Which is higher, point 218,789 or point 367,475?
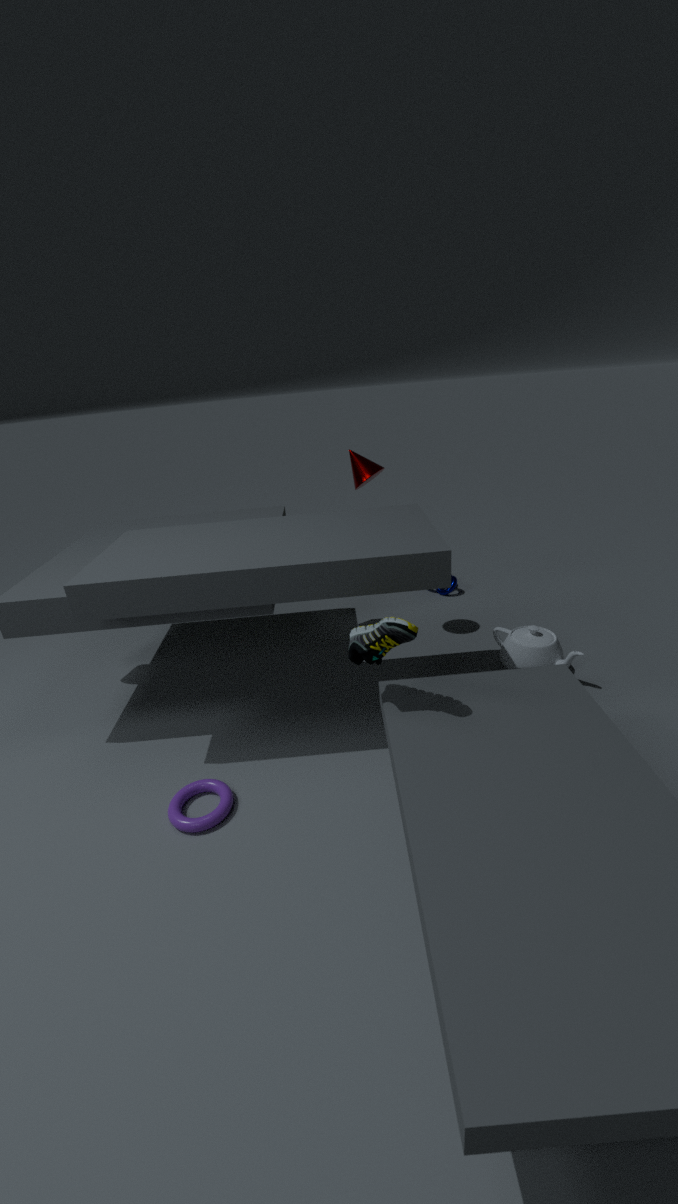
point 367,475
